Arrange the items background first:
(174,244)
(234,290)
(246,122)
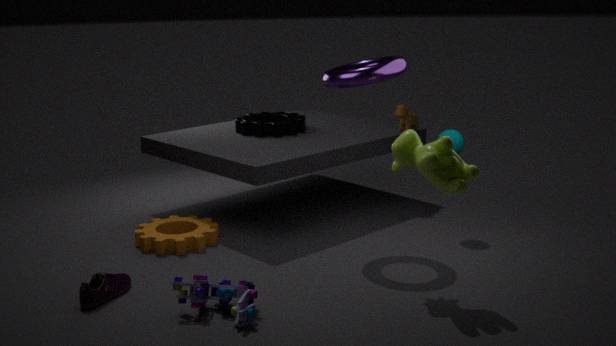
(246,122) < (174,244) < (234,290)
